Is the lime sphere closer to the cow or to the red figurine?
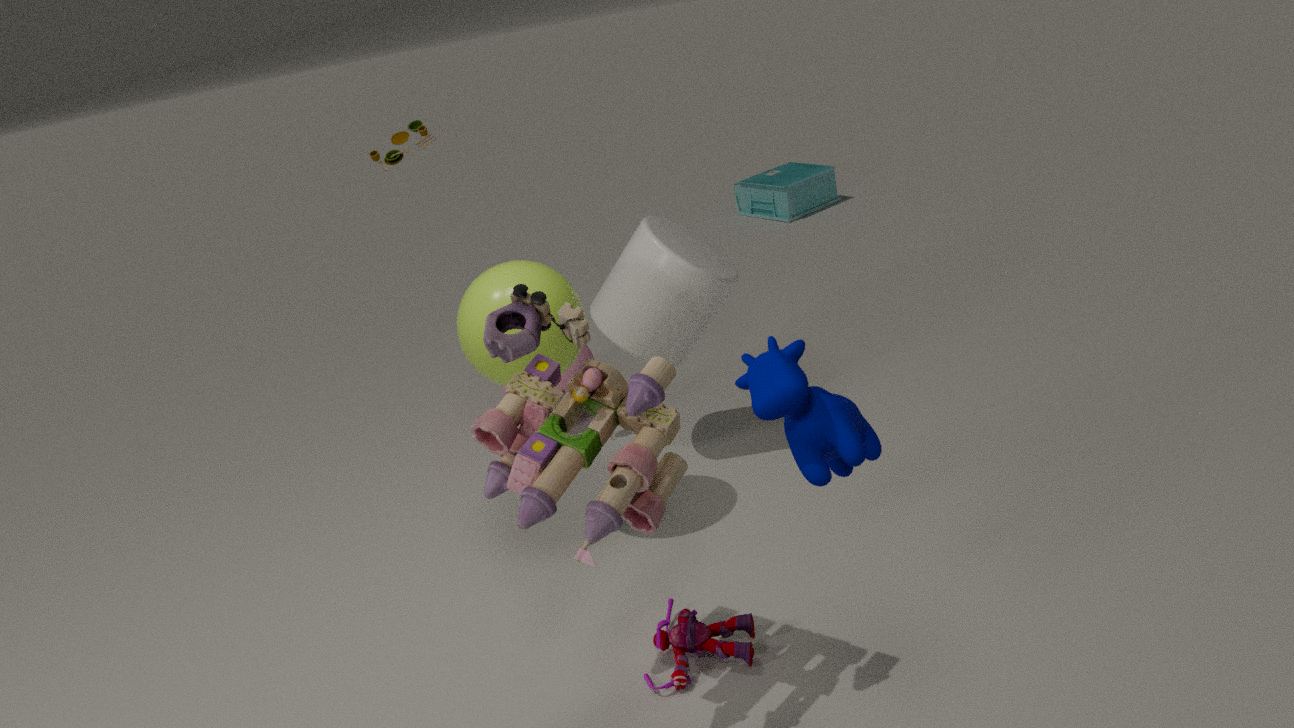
the red figurine
